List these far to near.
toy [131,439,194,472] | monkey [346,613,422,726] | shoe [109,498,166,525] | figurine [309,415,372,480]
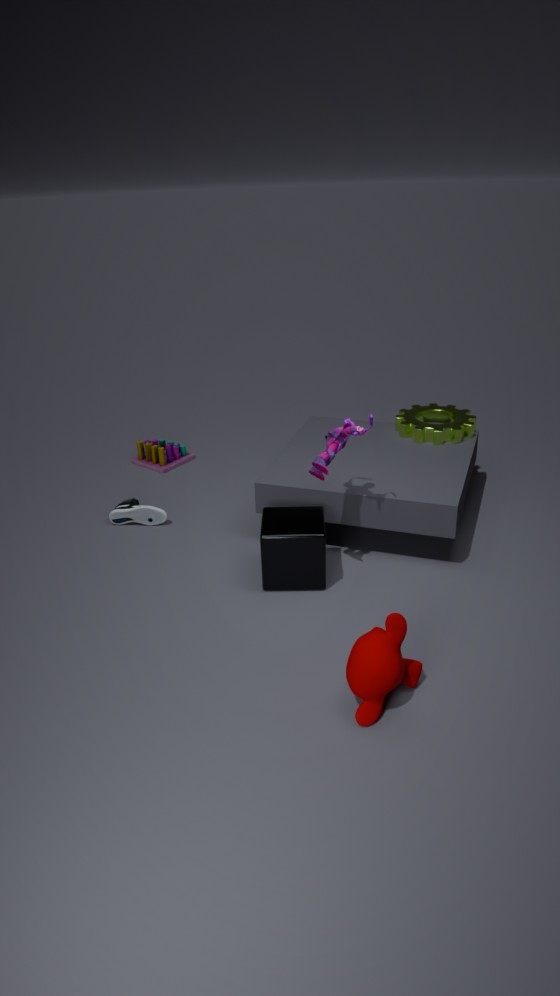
toy [131,439,194,472] → shoe [109,498,166,525] → figurine [309,415,372,480] → monkey [346,613,422,726]
